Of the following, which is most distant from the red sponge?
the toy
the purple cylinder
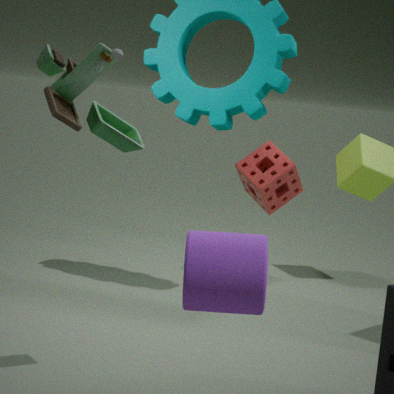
the purple cylinder
